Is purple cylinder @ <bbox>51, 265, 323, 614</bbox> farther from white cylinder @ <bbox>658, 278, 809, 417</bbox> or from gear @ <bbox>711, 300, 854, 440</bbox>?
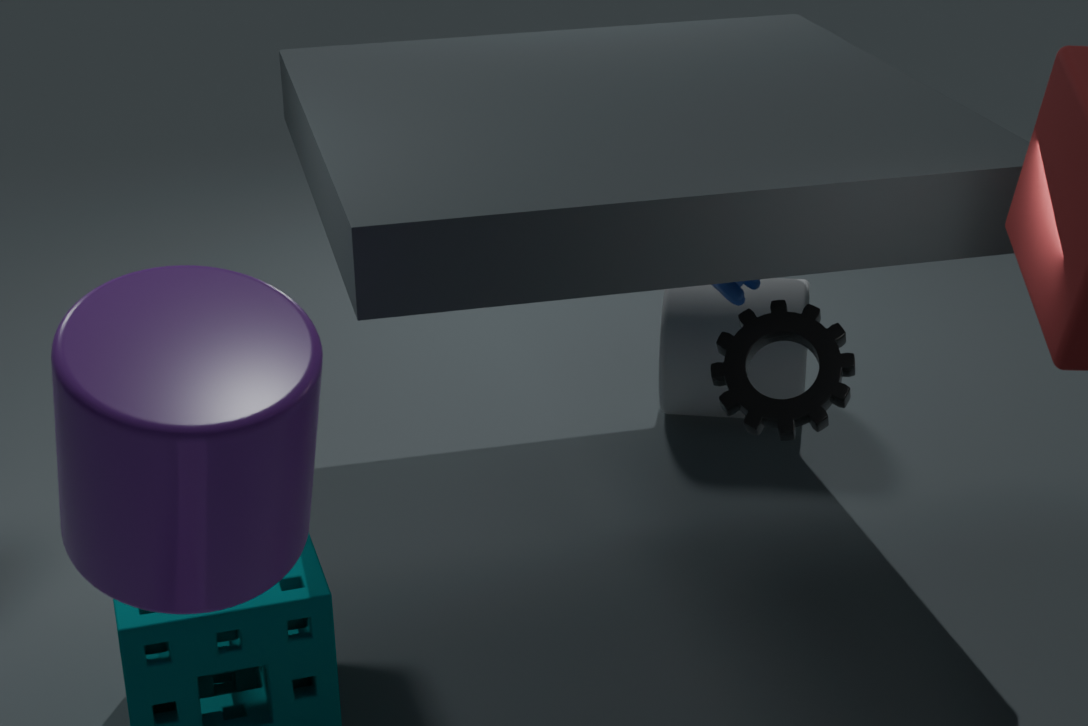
white cylinder @ <bbox>658, 278, 809, 417</bbox>
